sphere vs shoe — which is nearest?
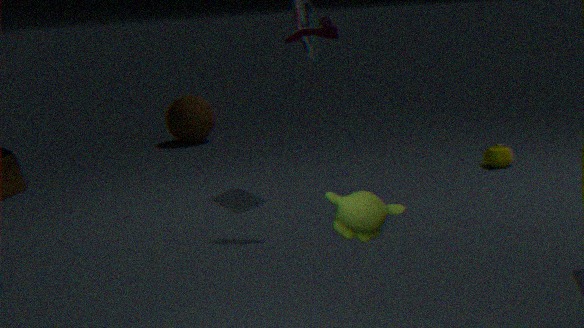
shoe
